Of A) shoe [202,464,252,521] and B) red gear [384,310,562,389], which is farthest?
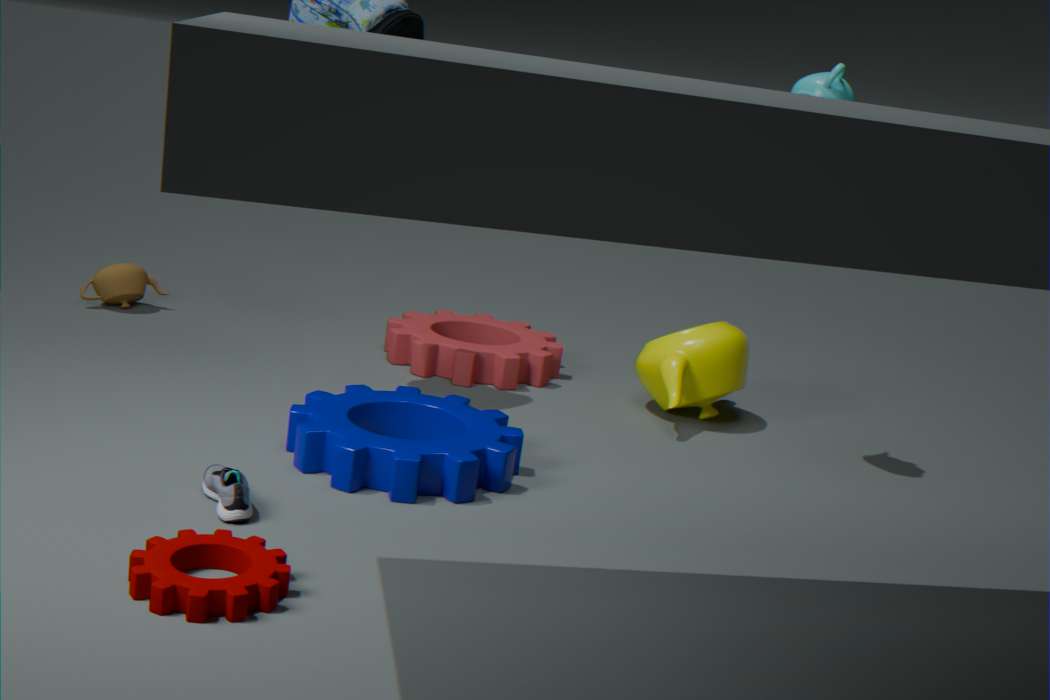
B. red gear [384,310,562,389]
